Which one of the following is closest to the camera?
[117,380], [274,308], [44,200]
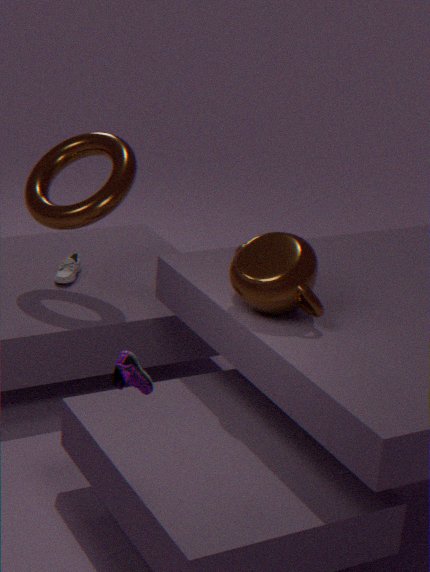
[117,380]
